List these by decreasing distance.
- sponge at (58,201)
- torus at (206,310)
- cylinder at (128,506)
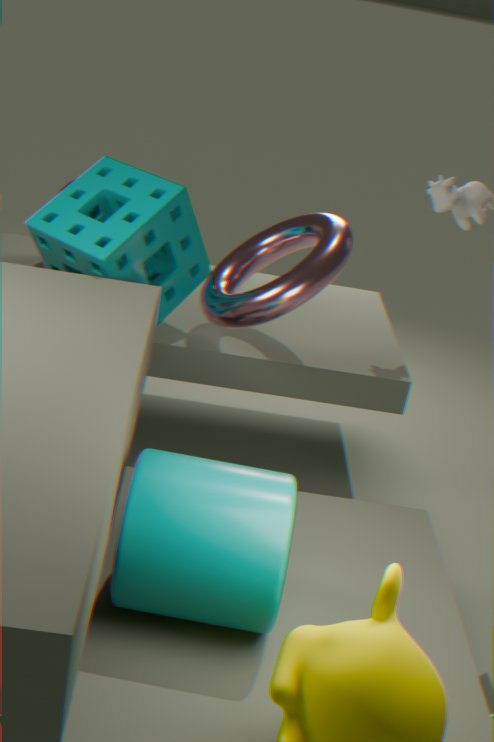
1. torus at (206,310)
2. sponge at (58,201)
3. cylinder at (128,506)
